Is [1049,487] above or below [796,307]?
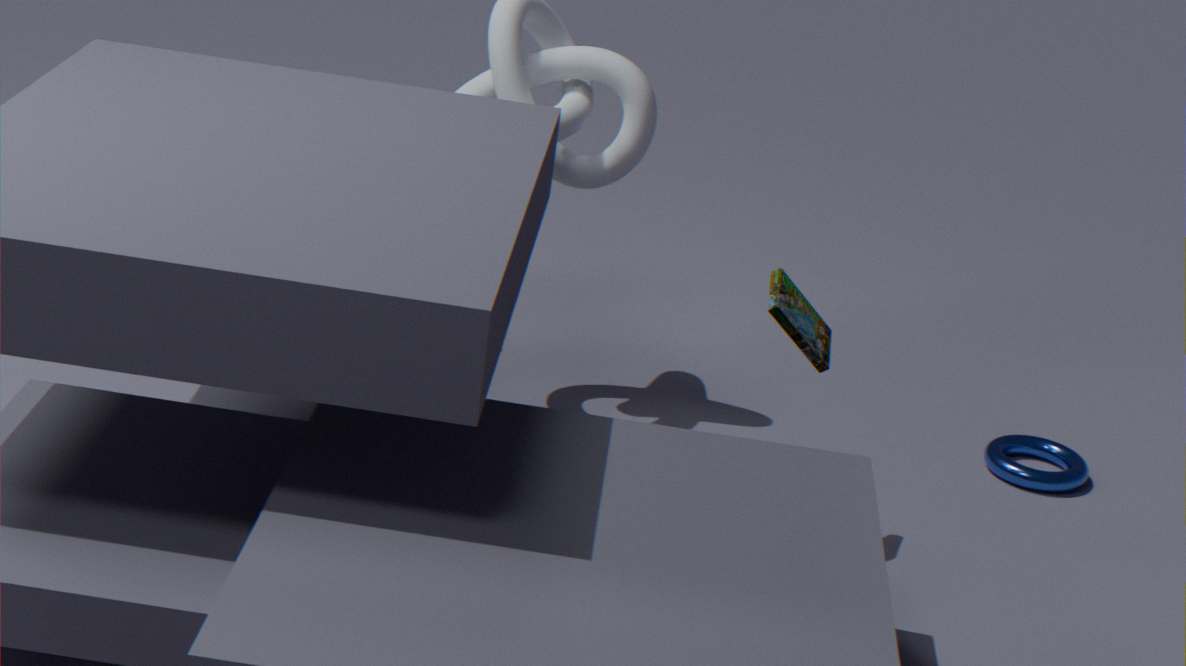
below
